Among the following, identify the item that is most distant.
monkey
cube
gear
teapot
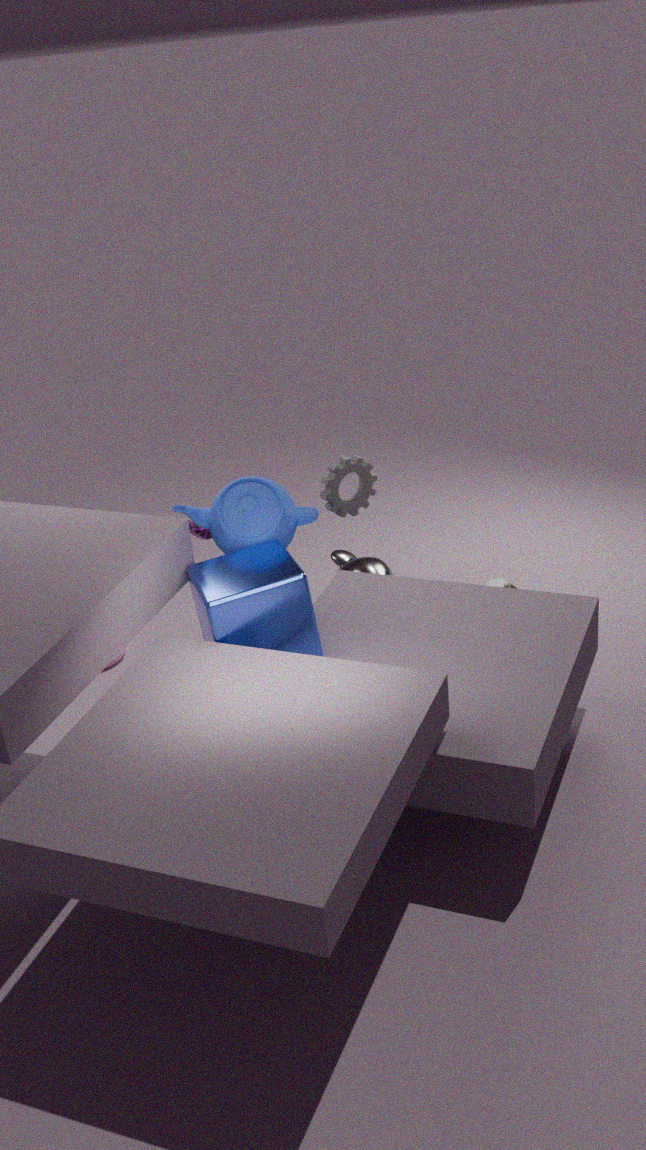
gear
